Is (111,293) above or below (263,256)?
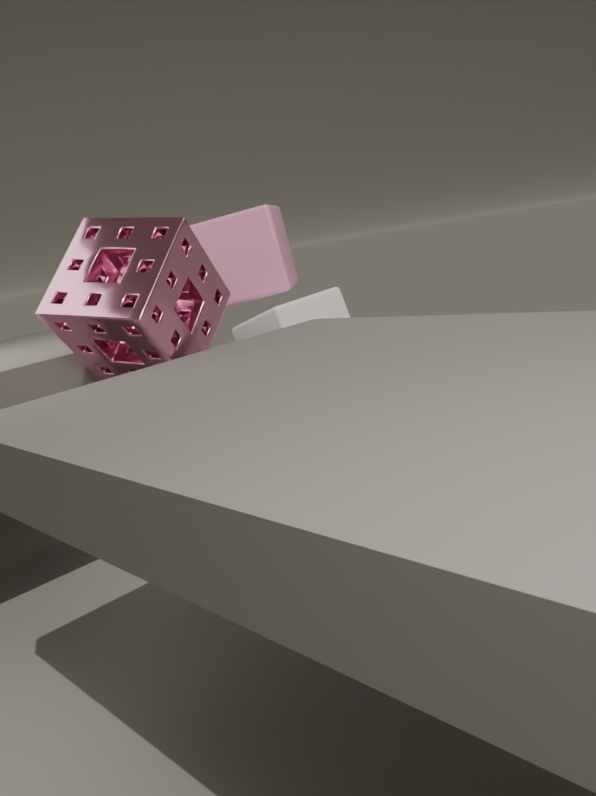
below
